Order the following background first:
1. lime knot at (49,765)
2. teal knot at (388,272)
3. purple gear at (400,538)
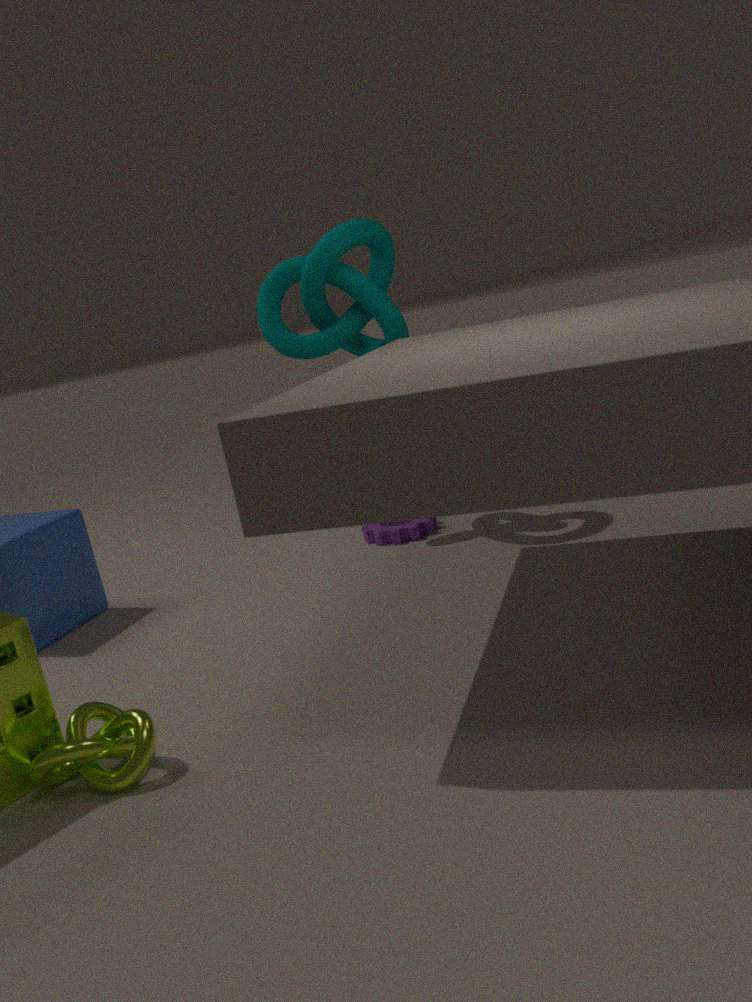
purple gear at (400,538) → teal knot at (388,272) → lime knot at (49,765)
